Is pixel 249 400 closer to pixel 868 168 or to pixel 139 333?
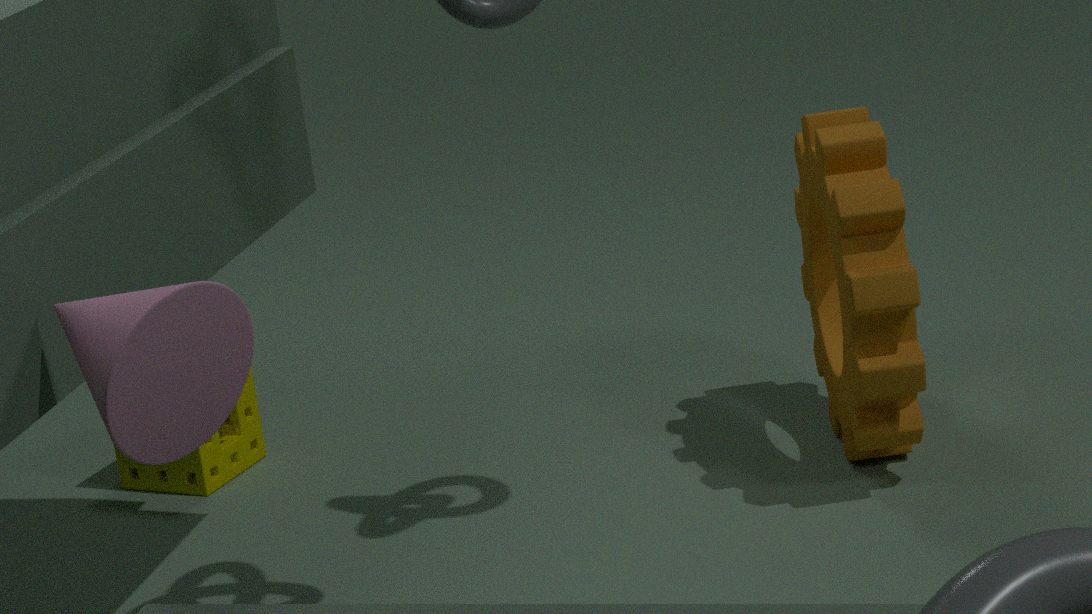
pixel 868 168
